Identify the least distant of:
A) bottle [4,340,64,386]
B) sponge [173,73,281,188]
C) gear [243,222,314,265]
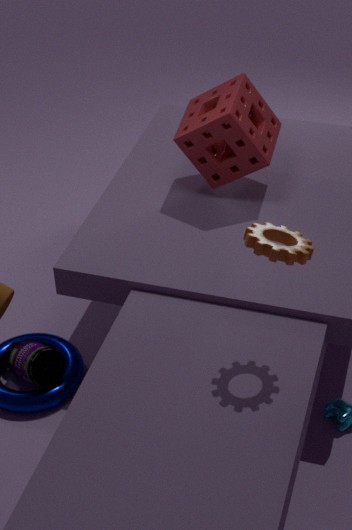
gear [243,222,314,265]
